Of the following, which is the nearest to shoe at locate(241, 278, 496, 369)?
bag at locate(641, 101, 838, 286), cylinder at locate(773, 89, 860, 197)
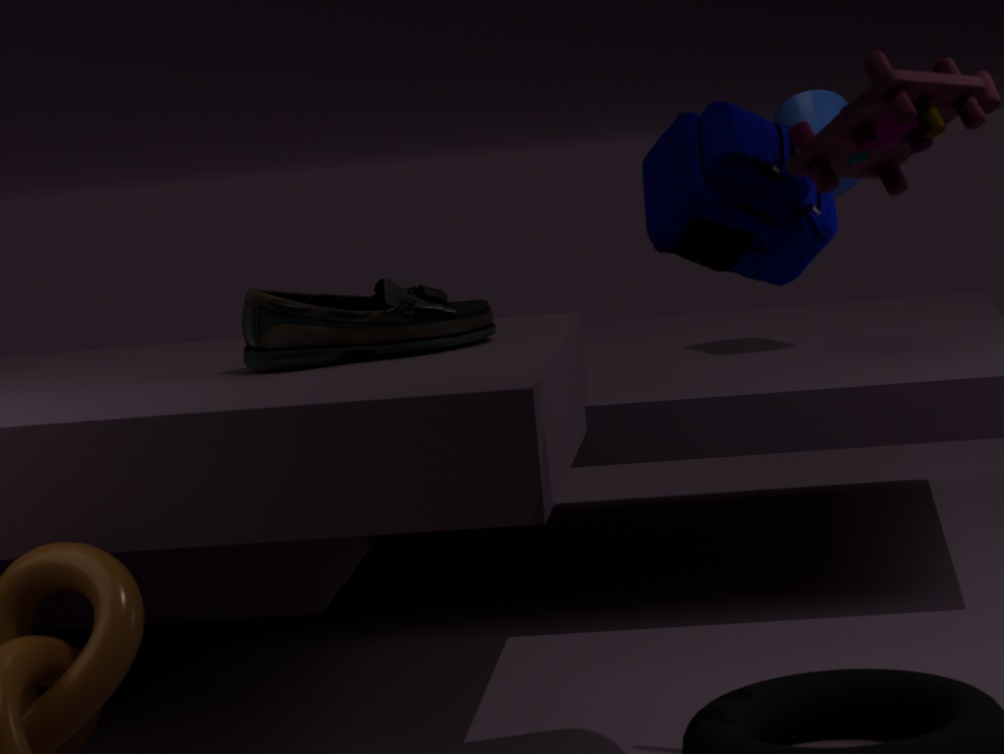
bag at locate(641, 101, 838, 286)
